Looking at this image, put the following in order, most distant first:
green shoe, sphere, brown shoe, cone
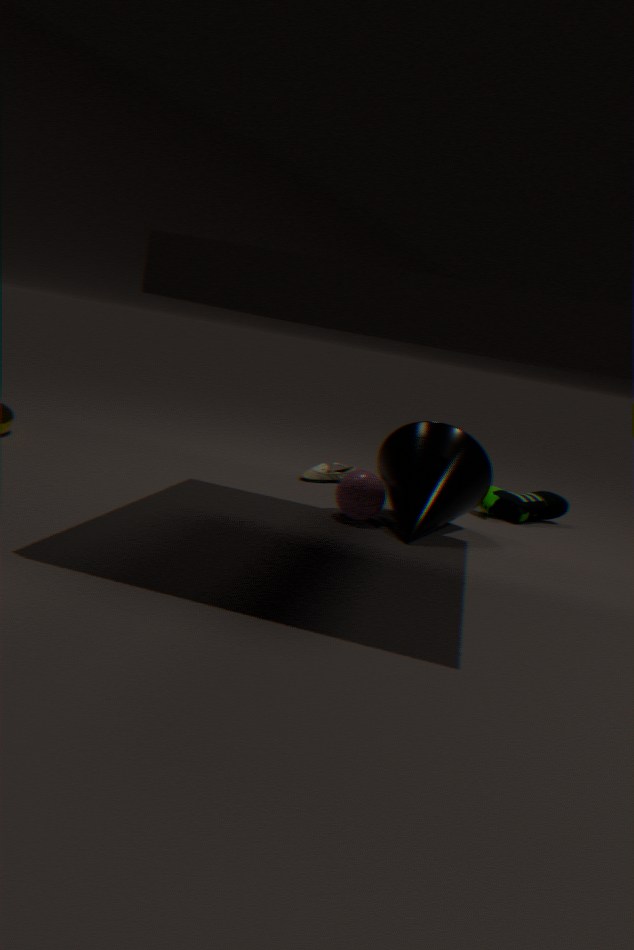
brown shoe, green shoe, sphere, cone
